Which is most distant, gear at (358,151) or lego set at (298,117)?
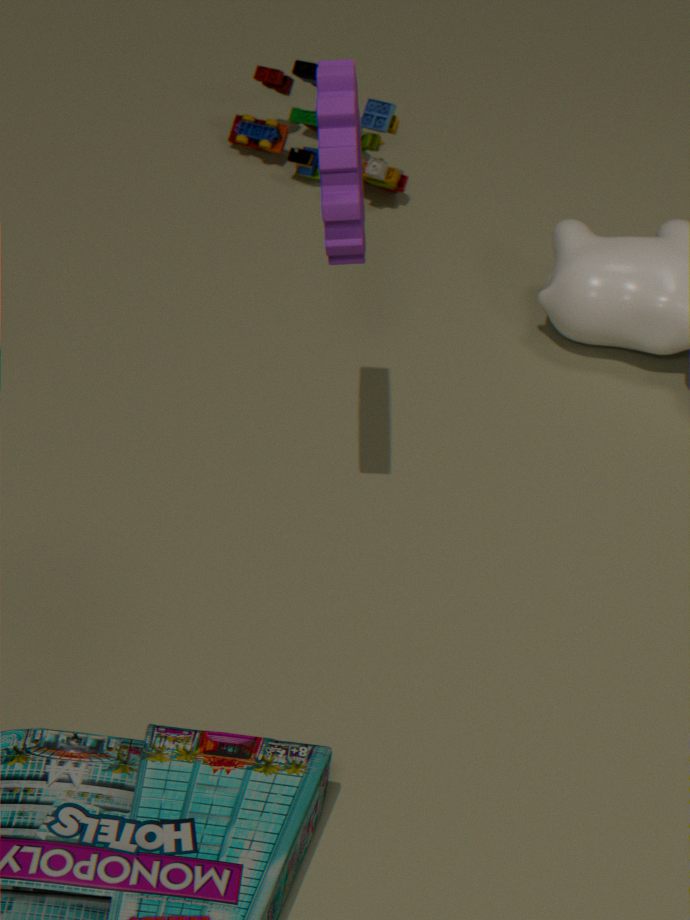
lego set at (298,117)
